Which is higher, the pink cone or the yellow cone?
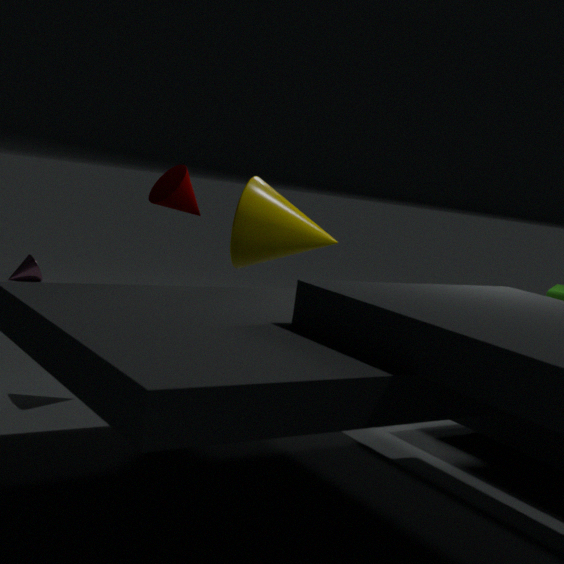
the yellow cone
